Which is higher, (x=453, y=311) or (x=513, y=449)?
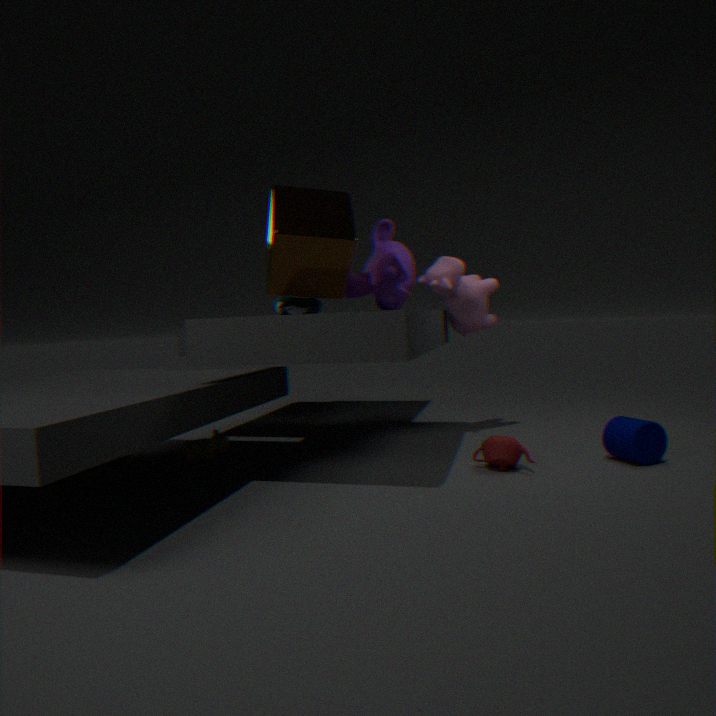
(x=453, y=311)
